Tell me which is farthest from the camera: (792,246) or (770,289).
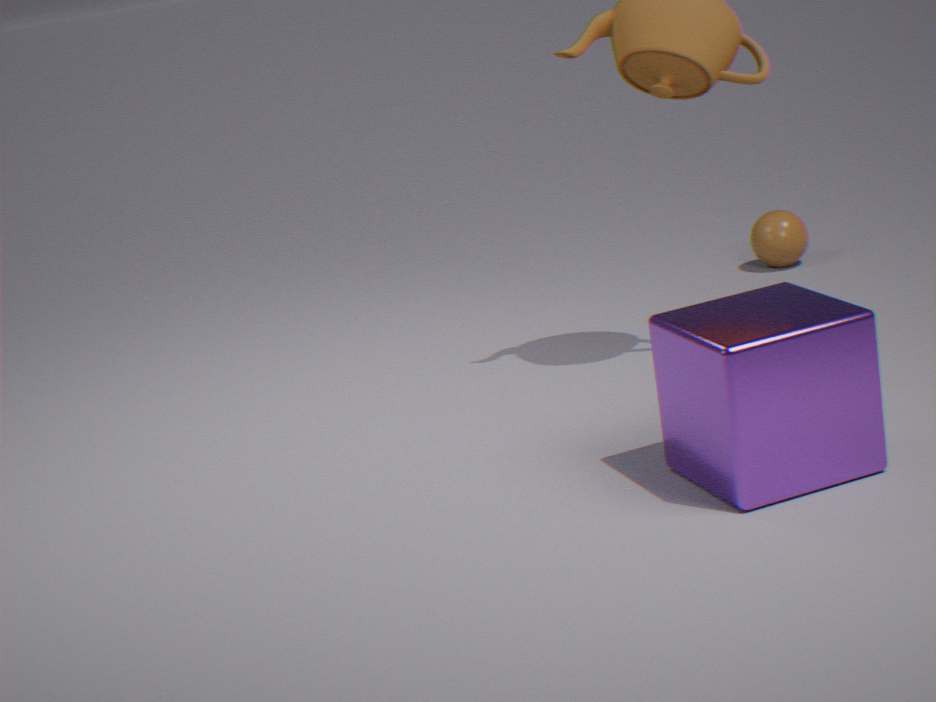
(792,246)
